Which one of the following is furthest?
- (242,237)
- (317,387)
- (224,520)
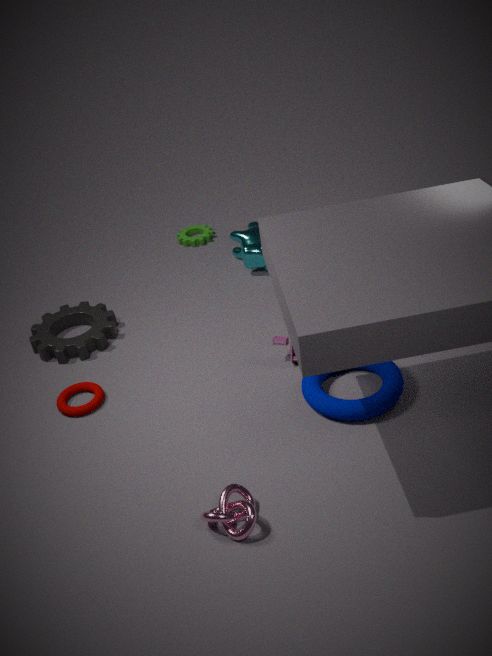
(242,237)
